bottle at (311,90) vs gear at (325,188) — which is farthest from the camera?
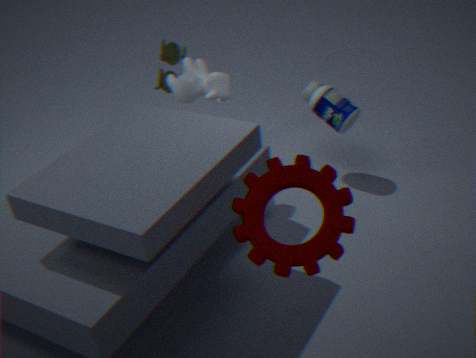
bottle at (311,90)
